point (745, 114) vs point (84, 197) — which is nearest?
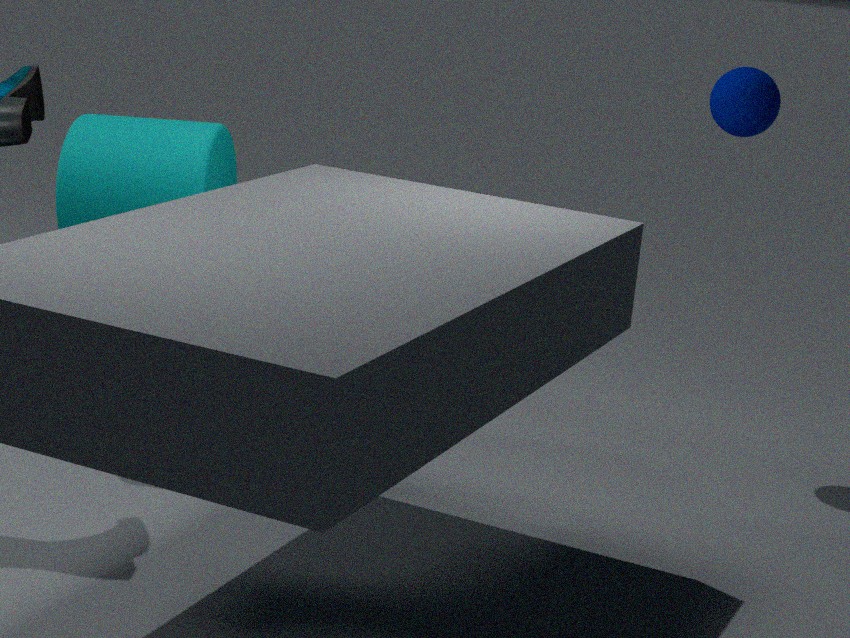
point (84, 197)
